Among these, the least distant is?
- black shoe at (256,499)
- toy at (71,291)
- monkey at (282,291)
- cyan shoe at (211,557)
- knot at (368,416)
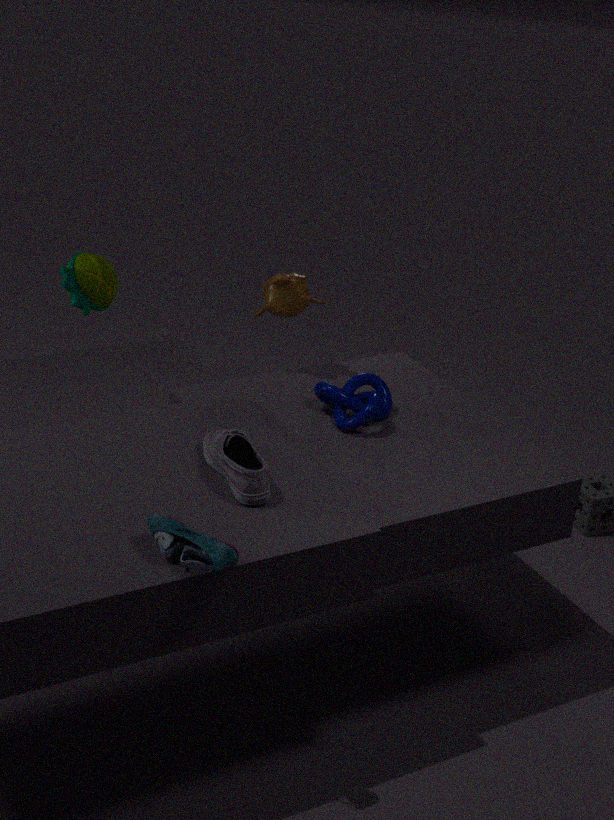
cyan shoe at (211,557)
